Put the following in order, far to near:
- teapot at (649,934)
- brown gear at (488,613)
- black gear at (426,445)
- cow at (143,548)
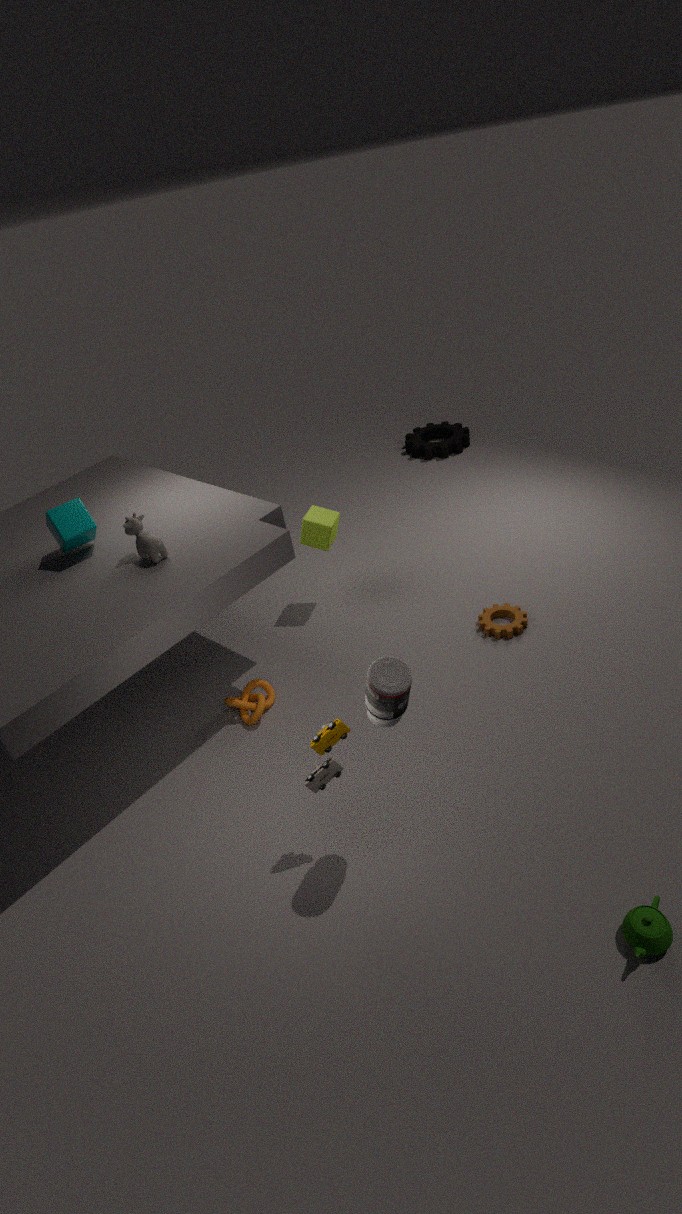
black gear at (426,445)
brown gear at (488,613)
cow at (143,548)
teapot at (649,934)
